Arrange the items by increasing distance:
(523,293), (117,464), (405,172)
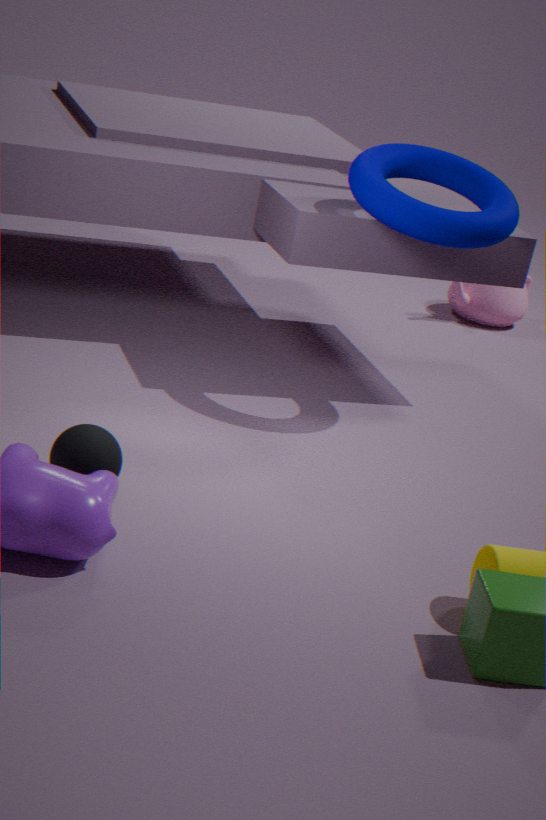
(117,464)
(405,172)
(523,293)
